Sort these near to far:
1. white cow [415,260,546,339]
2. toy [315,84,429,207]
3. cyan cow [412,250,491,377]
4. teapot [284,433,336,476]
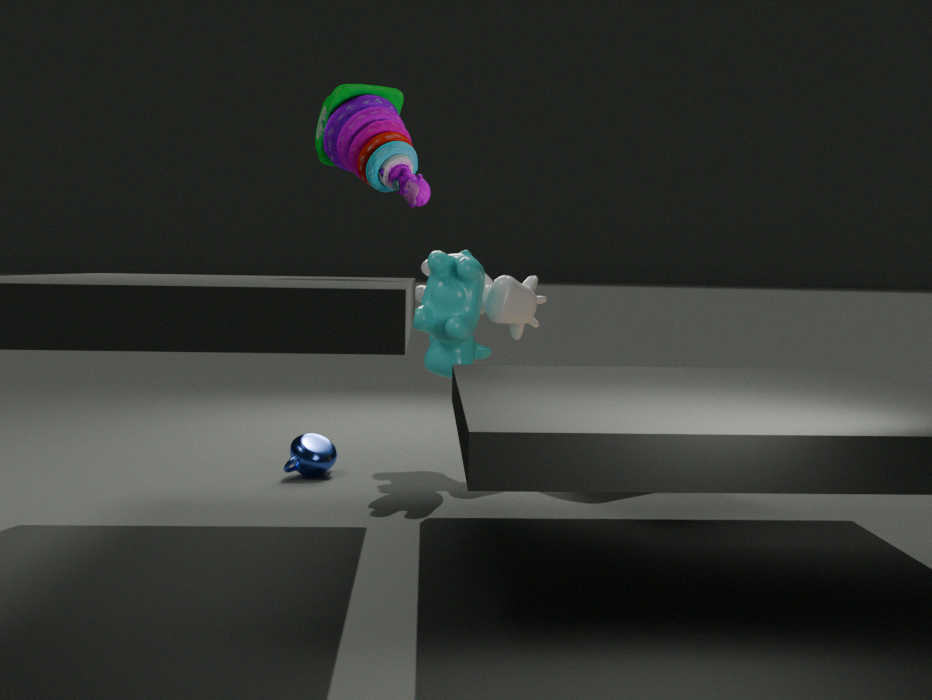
1. toy [315,84,429,207]
2. cyan cow [412,250,491,377]
3. teapot [284,433,336,476]
4. white cow [415,260,546,339]
